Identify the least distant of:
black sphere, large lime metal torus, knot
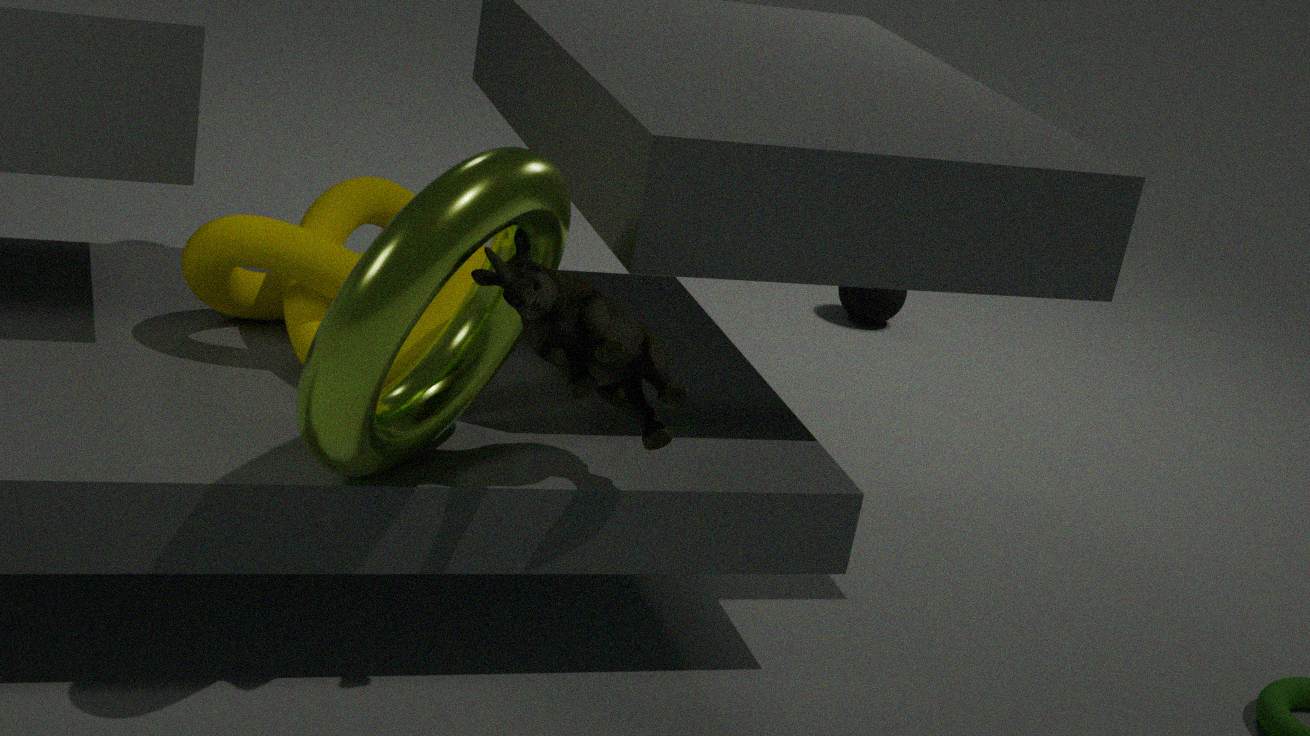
large lime metal torus
